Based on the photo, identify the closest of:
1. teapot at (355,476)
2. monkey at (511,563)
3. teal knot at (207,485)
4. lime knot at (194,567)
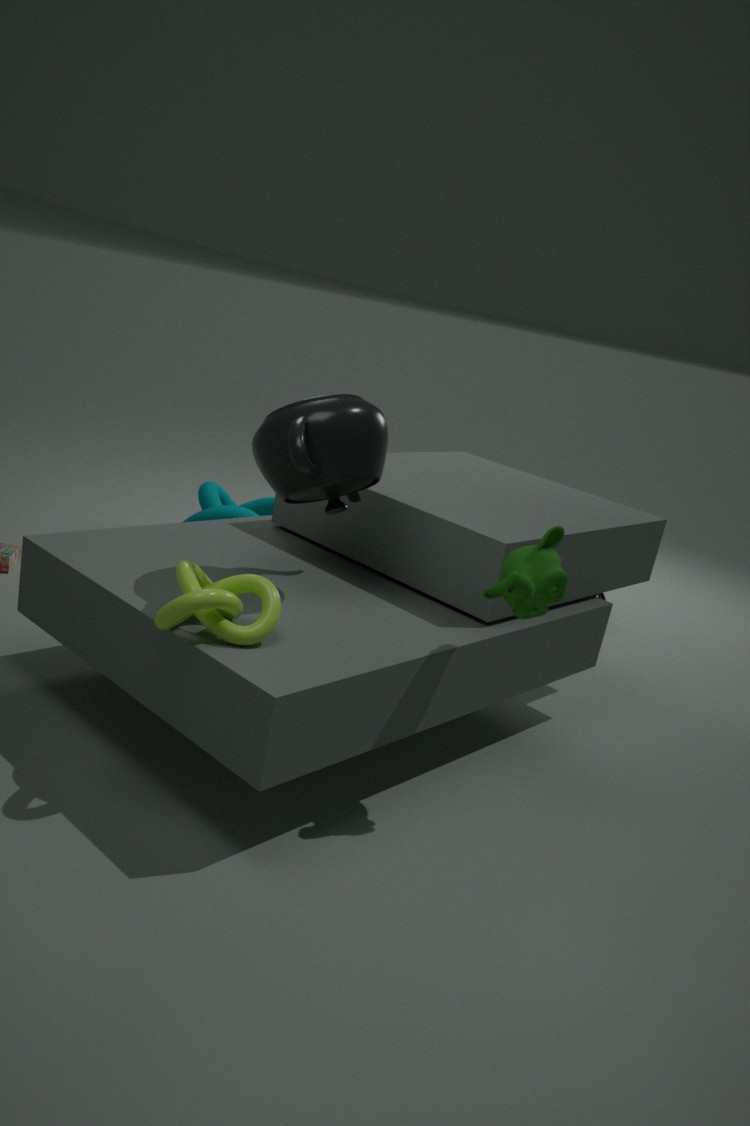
lime knot at (194,567)
